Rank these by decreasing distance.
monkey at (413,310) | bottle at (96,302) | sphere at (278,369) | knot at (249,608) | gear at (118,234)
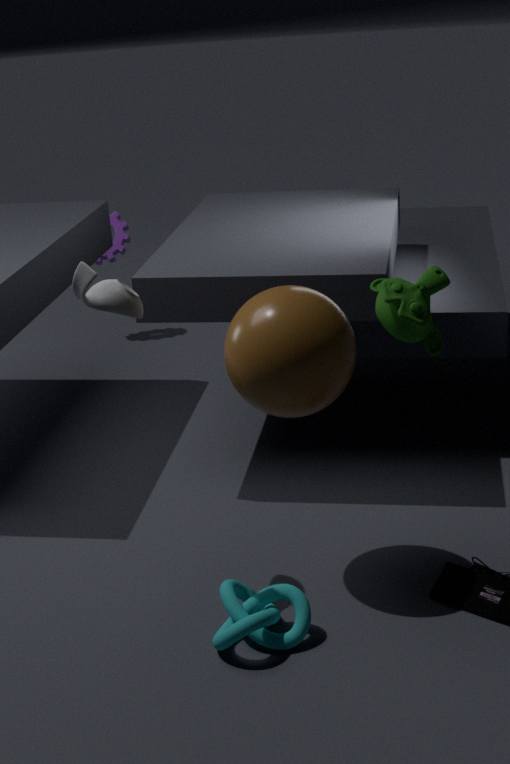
gear at (118,234) → sphere at (278,369) → knot at (249,608) → bottle at (96,302) → monkey at (413,310)
